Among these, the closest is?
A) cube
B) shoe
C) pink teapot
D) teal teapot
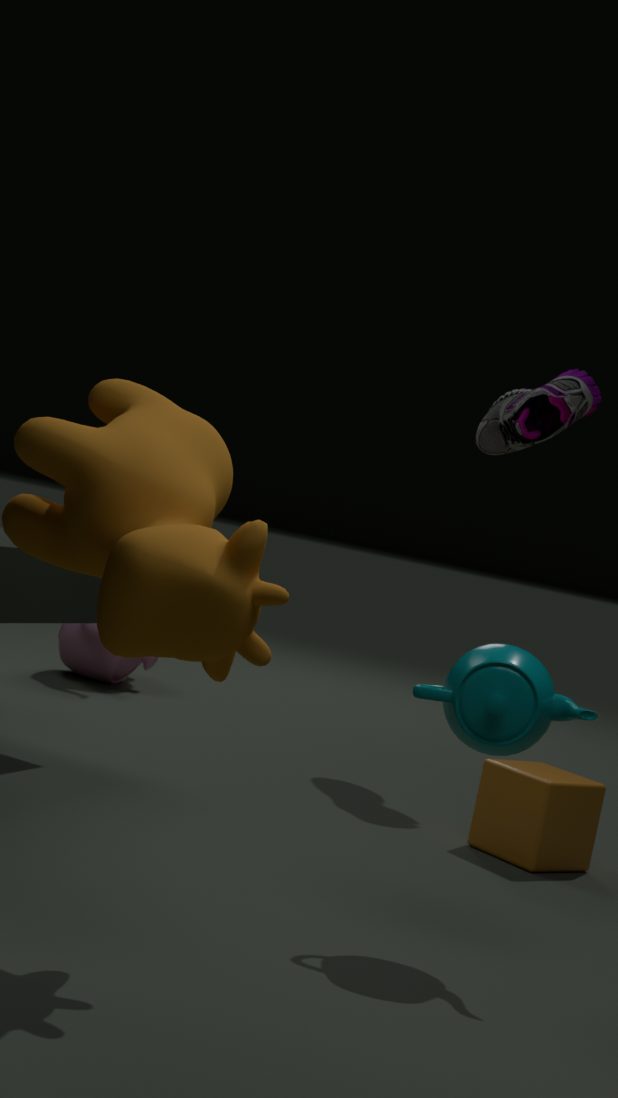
teal teapot
